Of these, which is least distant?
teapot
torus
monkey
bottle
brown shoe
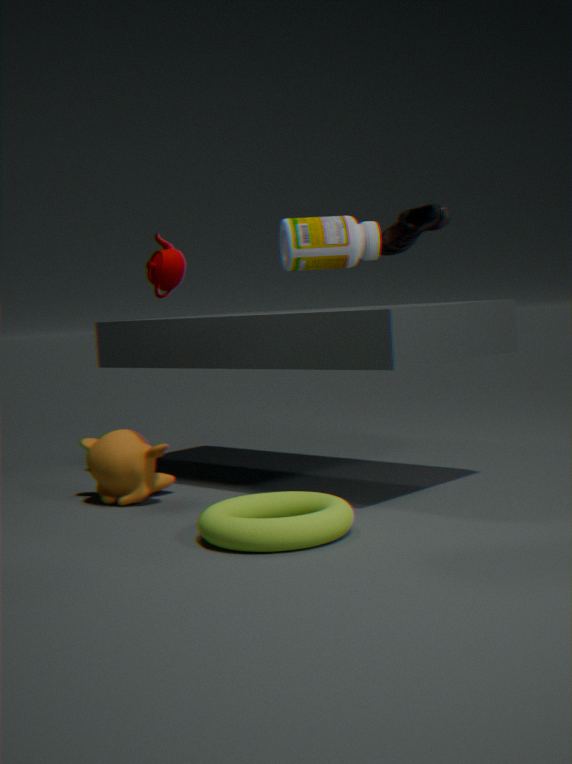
torus
